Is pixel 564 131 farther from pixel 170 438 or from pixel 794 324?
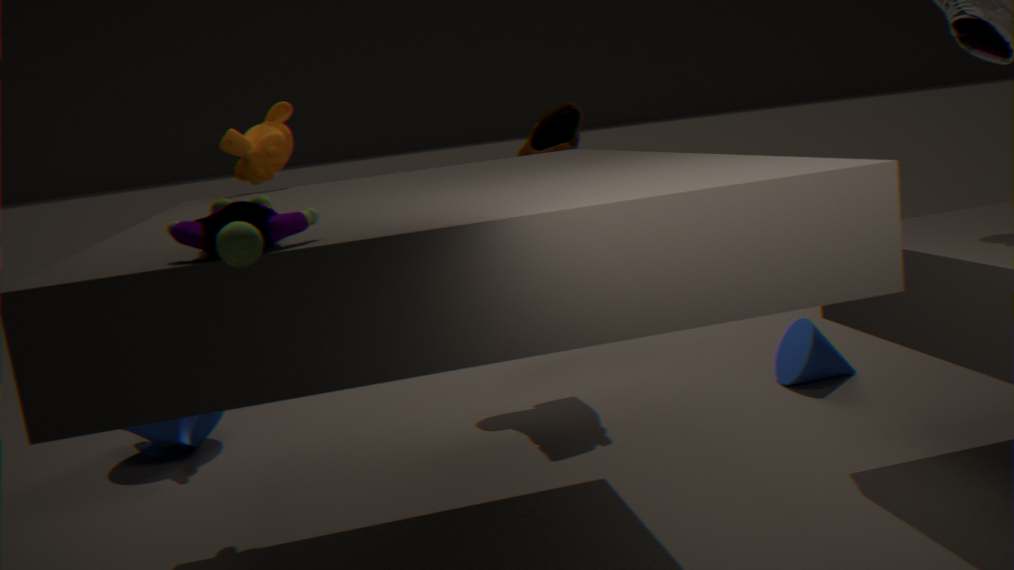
pixel 170 438
